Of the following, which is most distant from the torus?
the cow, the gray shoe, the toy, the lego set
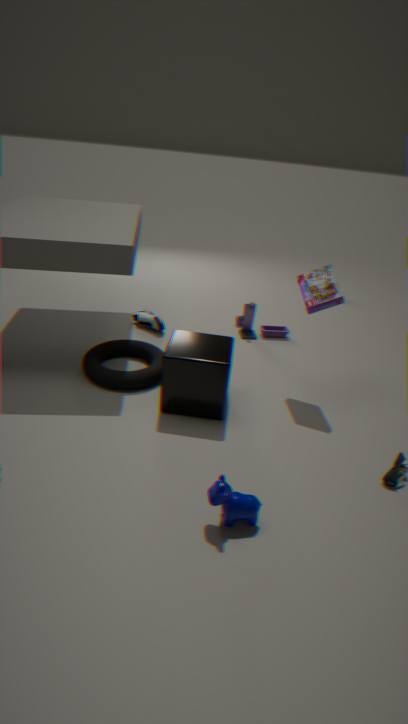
the cow
